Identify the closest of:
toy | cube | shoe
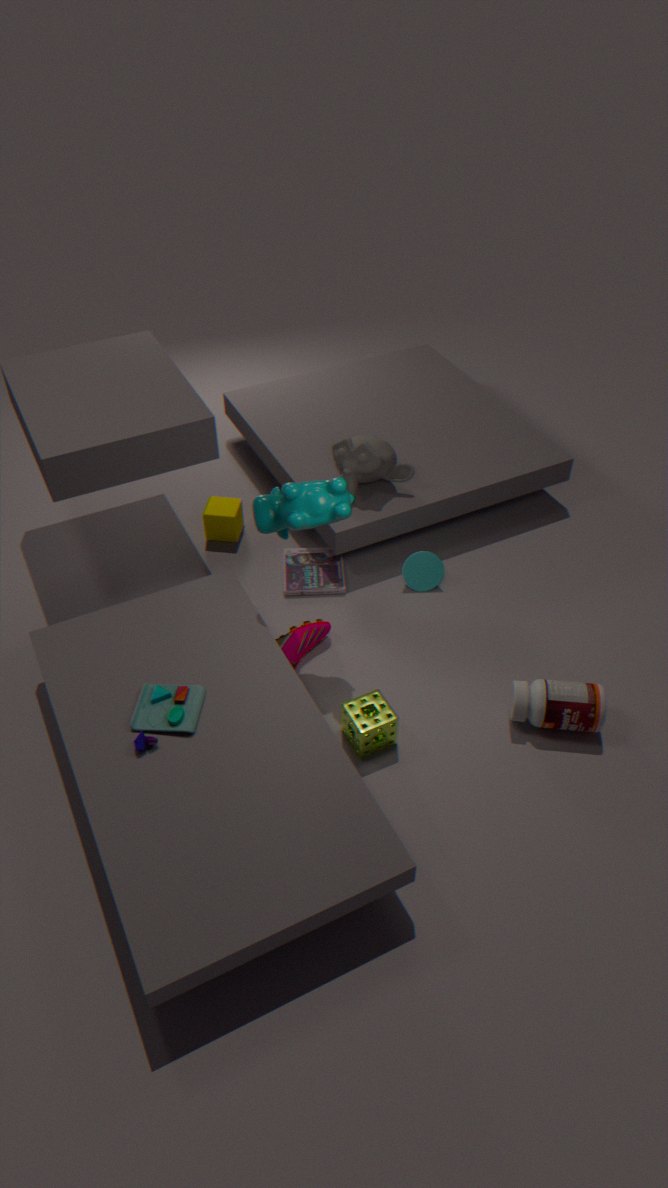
toy
